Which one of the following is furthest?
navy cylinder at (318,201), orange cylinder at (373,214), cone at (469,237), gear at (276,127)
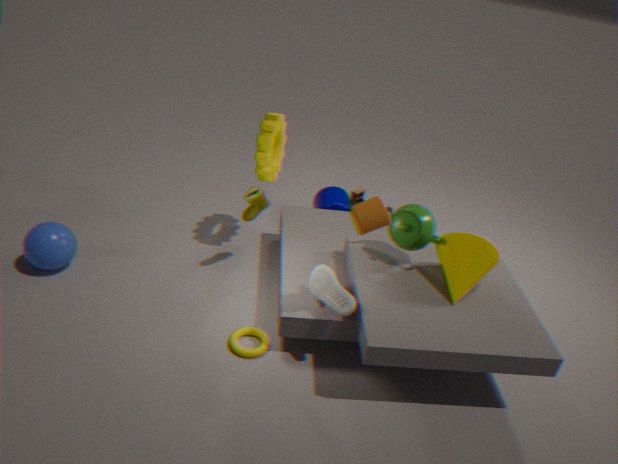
navy cylinder at (318,201)
